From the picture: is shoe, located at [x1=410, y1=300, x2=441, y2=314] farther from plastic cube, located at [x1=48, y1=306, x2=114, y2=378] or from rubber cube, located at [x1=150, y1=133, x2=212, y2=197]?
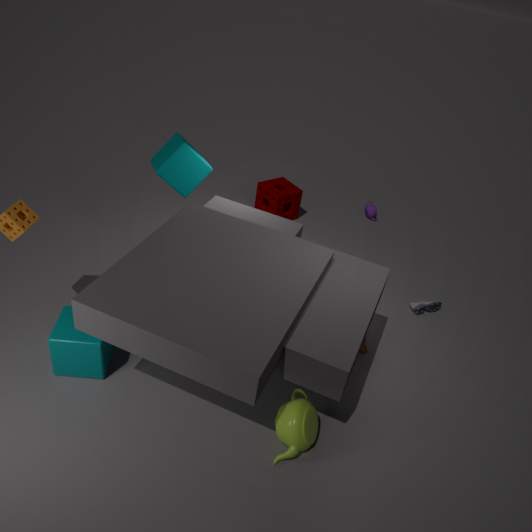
plastic cube, located at [x1=48, y1=306, x2=114, y2=378]
